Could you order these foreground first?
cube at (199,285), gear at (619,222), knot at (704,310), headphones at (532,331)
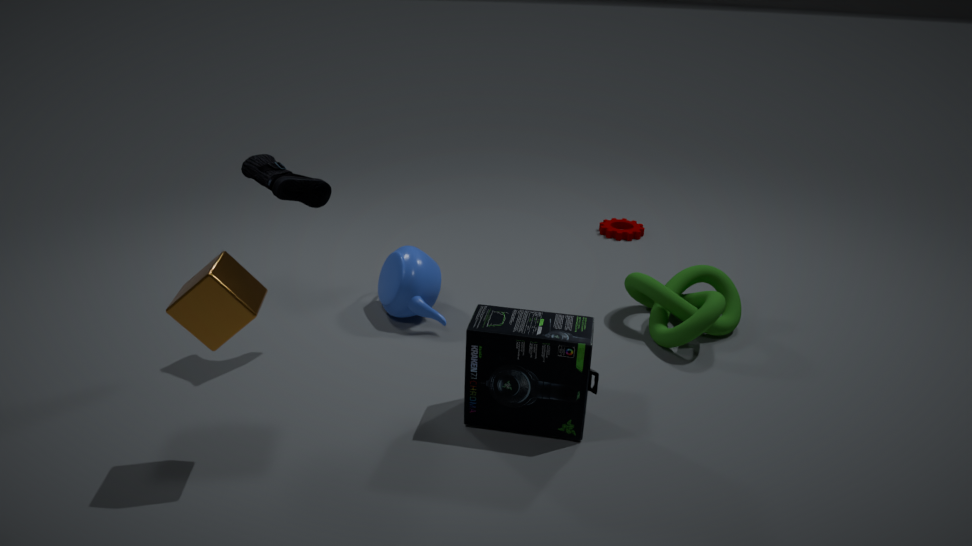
cube at (199,285), headphones at (532,331), knot at (704,310), gear at (619,222)
